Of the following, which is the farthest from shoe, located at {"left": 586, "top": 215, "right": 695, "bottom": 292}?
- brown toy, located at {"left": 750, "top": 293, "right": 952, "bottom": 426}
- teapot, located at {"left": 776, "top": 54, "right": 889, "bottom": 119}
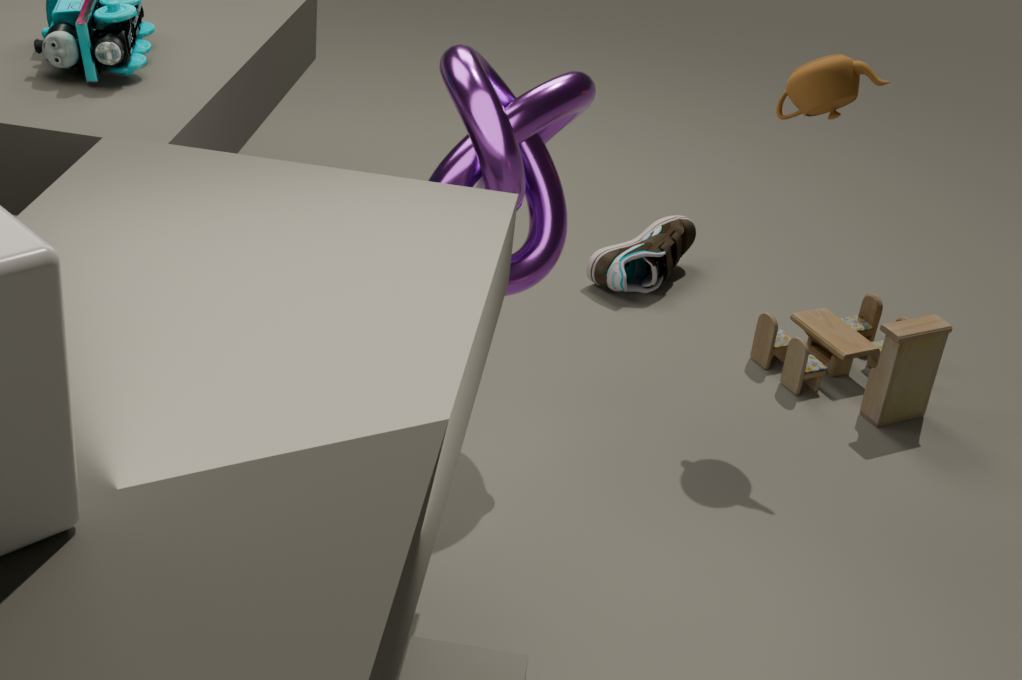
teapot, located at {"left": 776, "top": 54, "right": 889, "bottom": 119}
